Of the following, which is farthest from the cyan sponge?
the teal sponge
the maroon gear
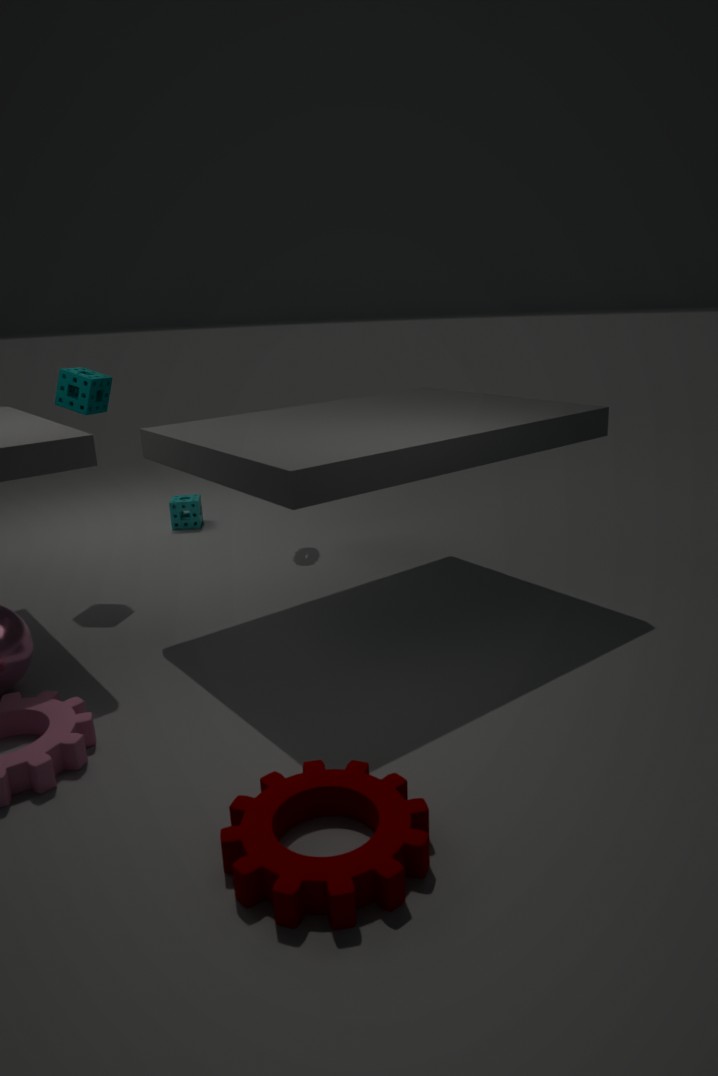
the maroon gear
